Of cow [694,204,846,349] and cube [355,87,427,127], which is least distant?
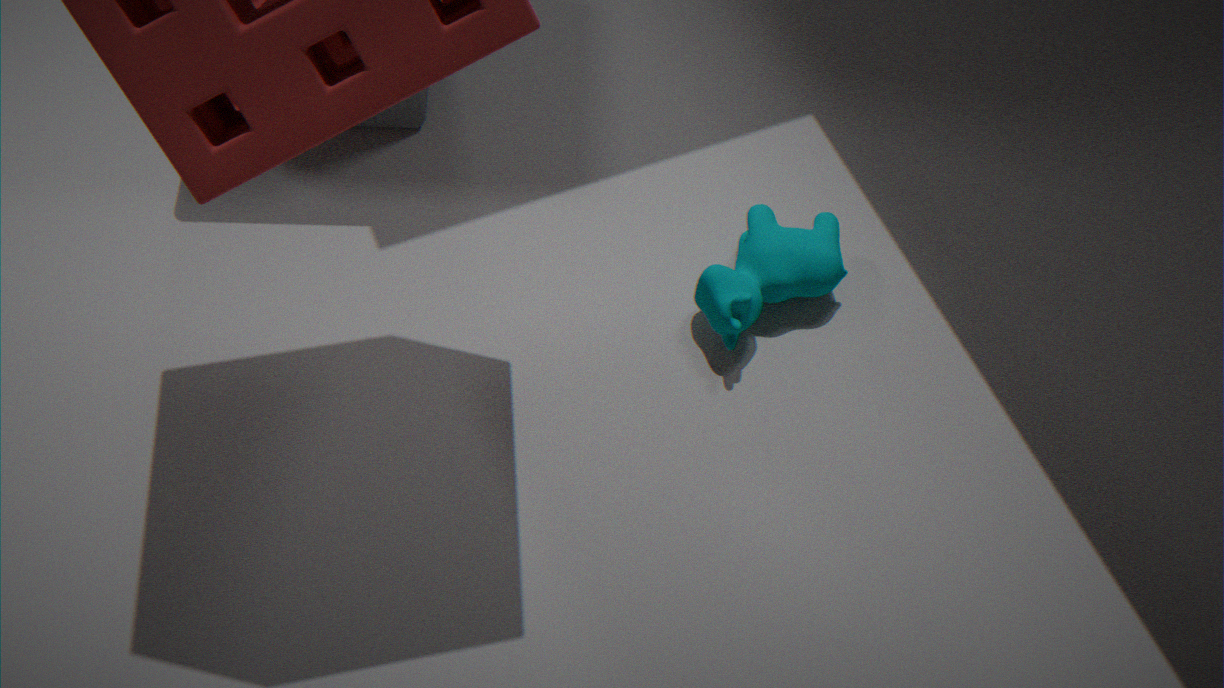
cow [694,204,846,349]
